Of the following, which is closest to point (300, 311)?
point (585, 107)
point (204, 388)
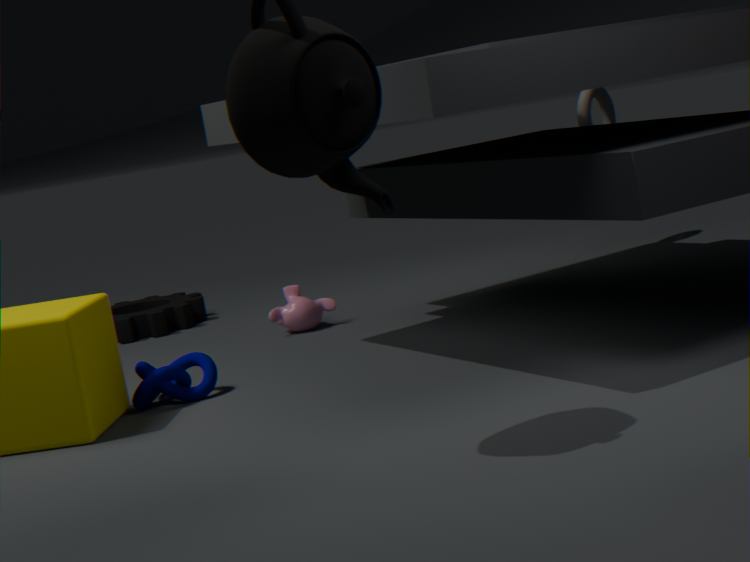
point (204, 388)
